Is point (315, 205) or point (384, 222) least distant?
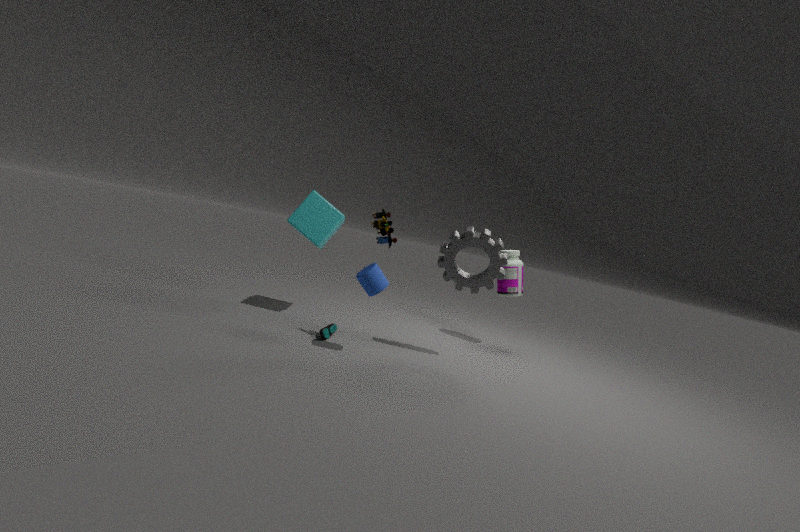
point (384, 222)
